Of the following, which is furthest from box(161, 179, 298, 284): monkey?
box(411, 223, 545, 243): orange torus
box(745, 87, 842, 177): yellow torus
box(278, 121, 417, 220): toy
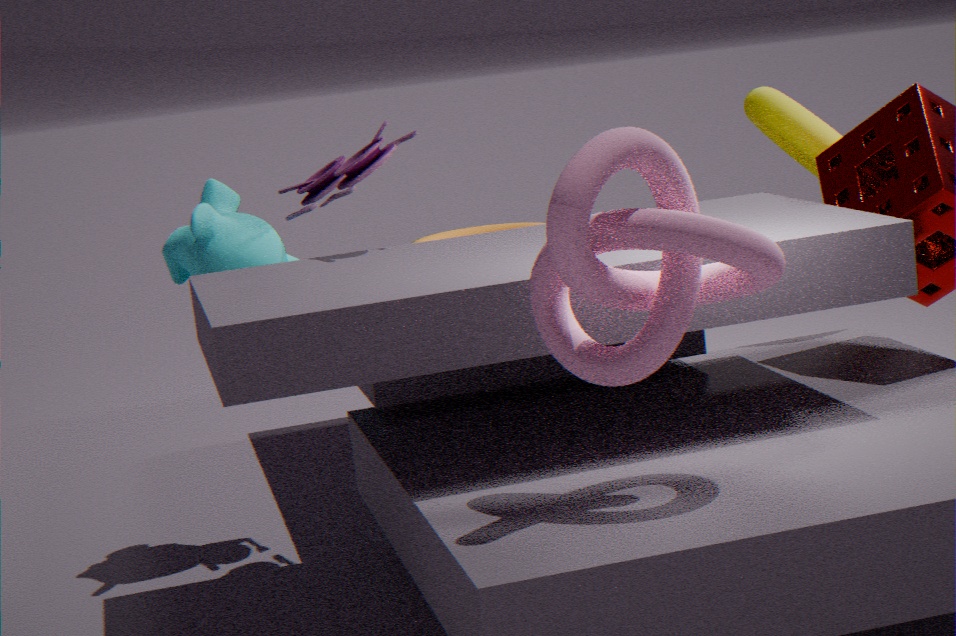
box(745, 87, 842, 177): yellow torus
